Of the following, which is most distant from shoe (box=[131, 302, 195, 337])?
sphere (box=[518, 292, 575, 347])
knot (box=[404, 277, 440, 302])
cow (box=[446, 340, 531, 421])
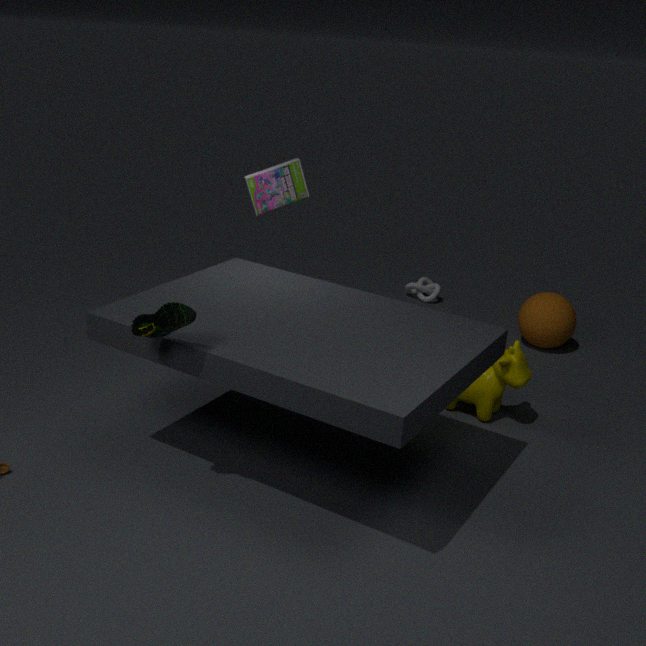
knot (box=[404, 277, 440, 302])
